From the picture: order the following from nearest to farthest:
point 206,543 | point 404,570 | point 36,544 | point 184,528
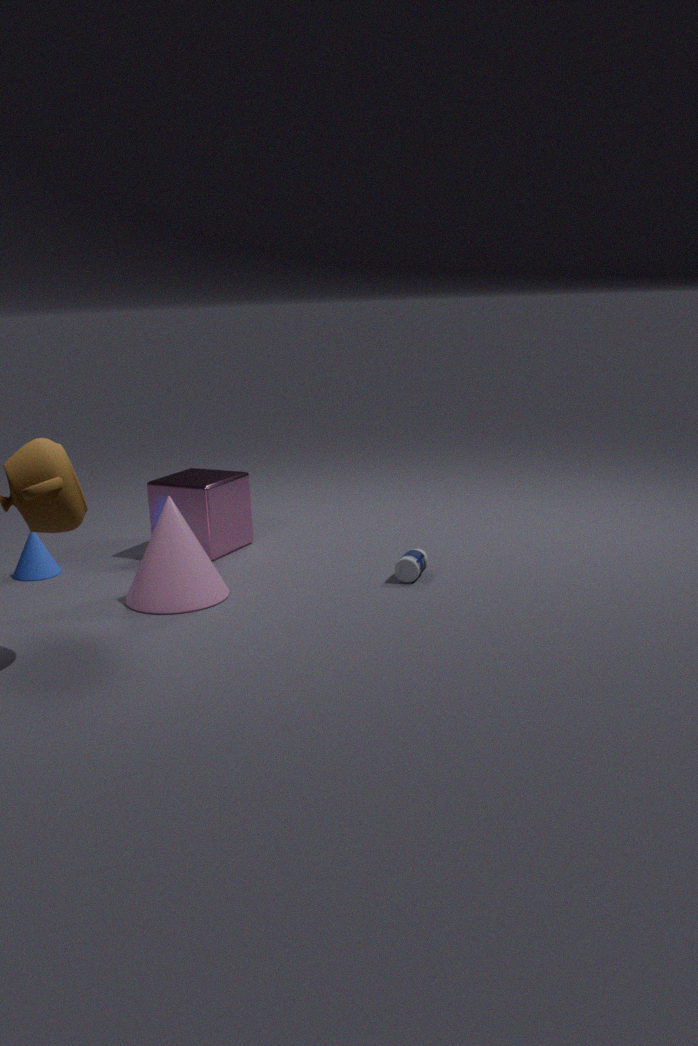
point 184,528 → point 404,570 → point 36,544 → point 206,543
